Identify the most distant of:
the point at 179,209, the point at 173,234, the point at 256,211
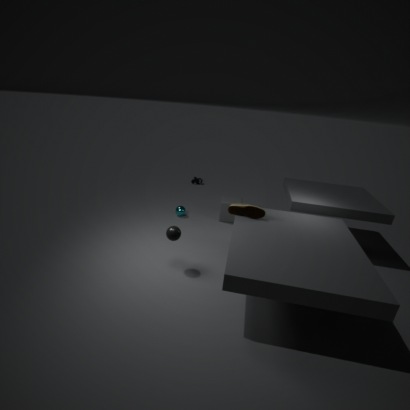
the point at 179,209
